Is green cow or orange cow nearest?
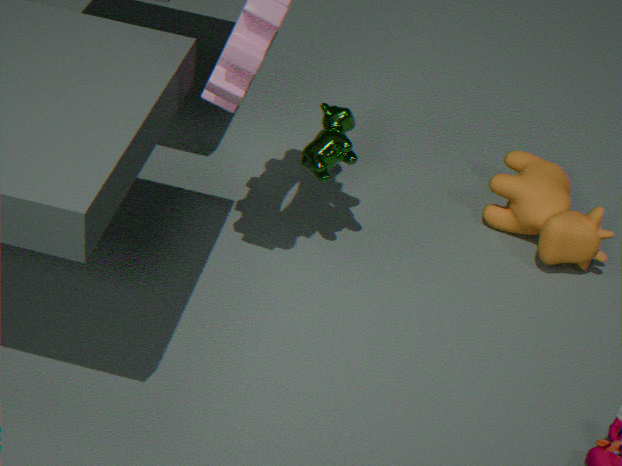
green cow
